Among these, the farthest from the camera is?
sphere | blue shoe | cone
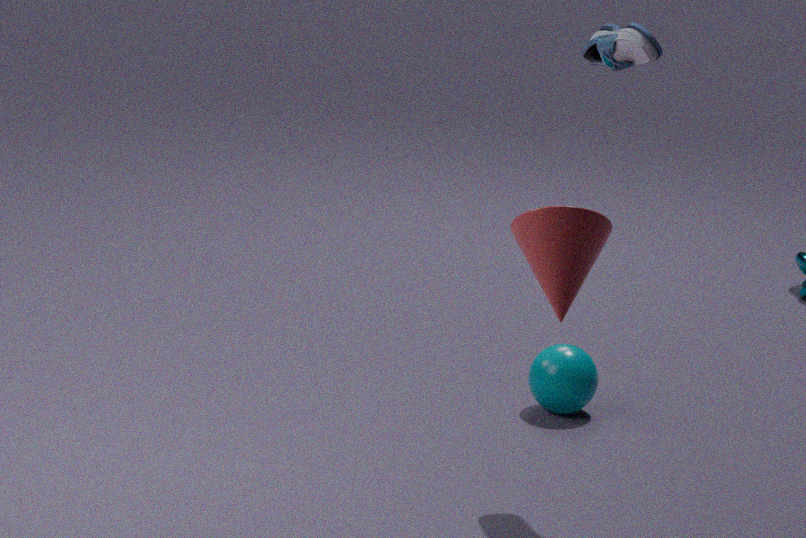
sphere
